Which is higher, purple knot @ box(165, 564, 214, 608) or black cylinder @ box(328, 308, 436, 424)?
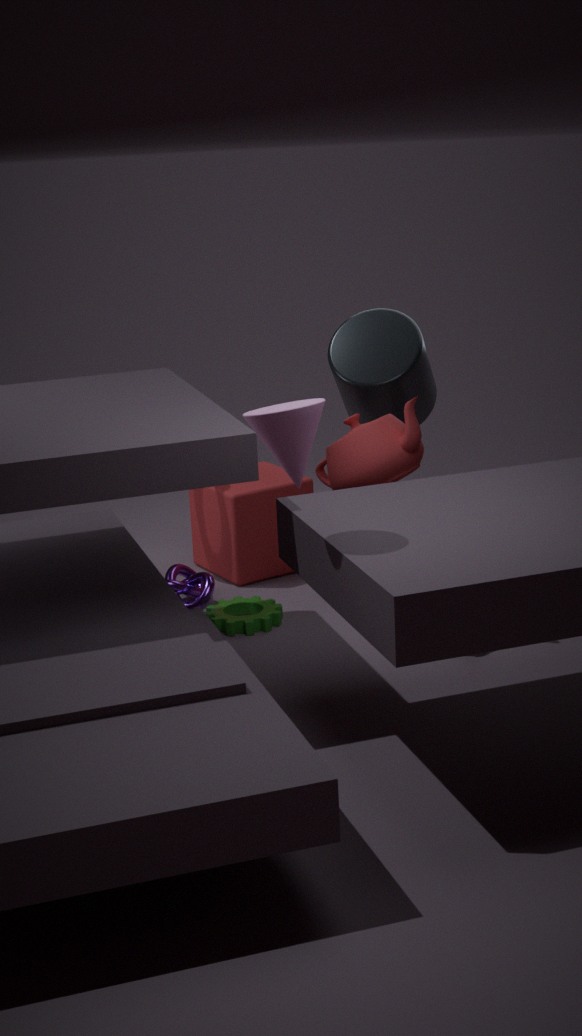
black cylinder @ box(328, 308, 436, 424)
